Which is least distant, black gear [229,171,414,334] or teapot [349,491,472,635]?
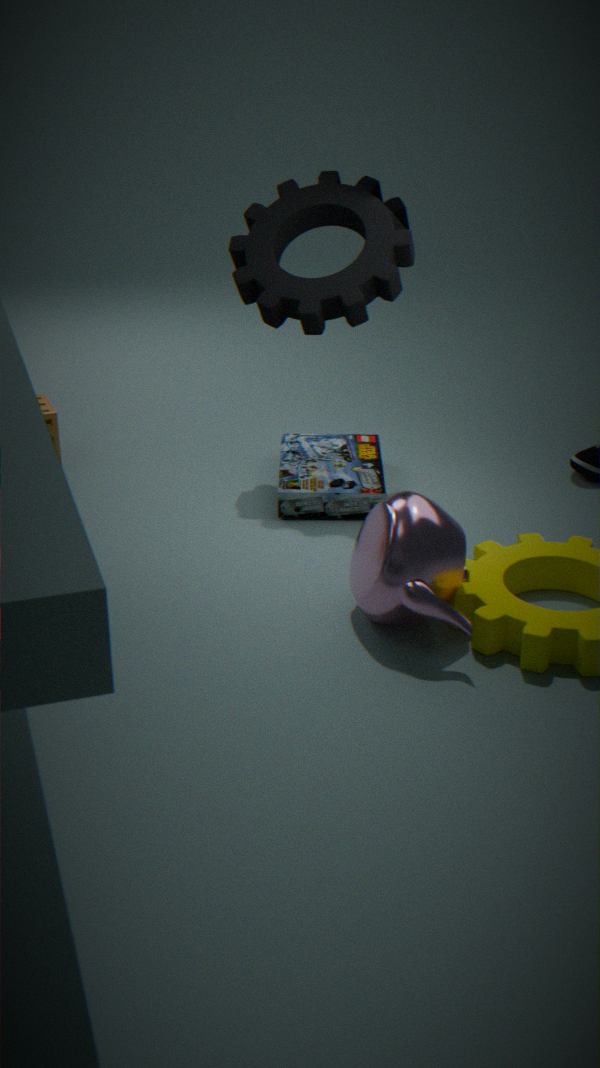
teapot [349,491,472,635]
